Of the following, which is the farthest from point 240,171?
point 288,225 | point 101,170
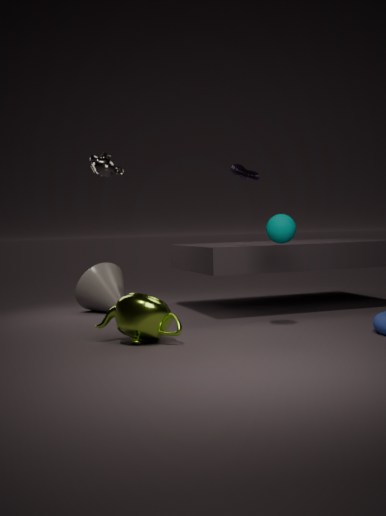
point 101,170
